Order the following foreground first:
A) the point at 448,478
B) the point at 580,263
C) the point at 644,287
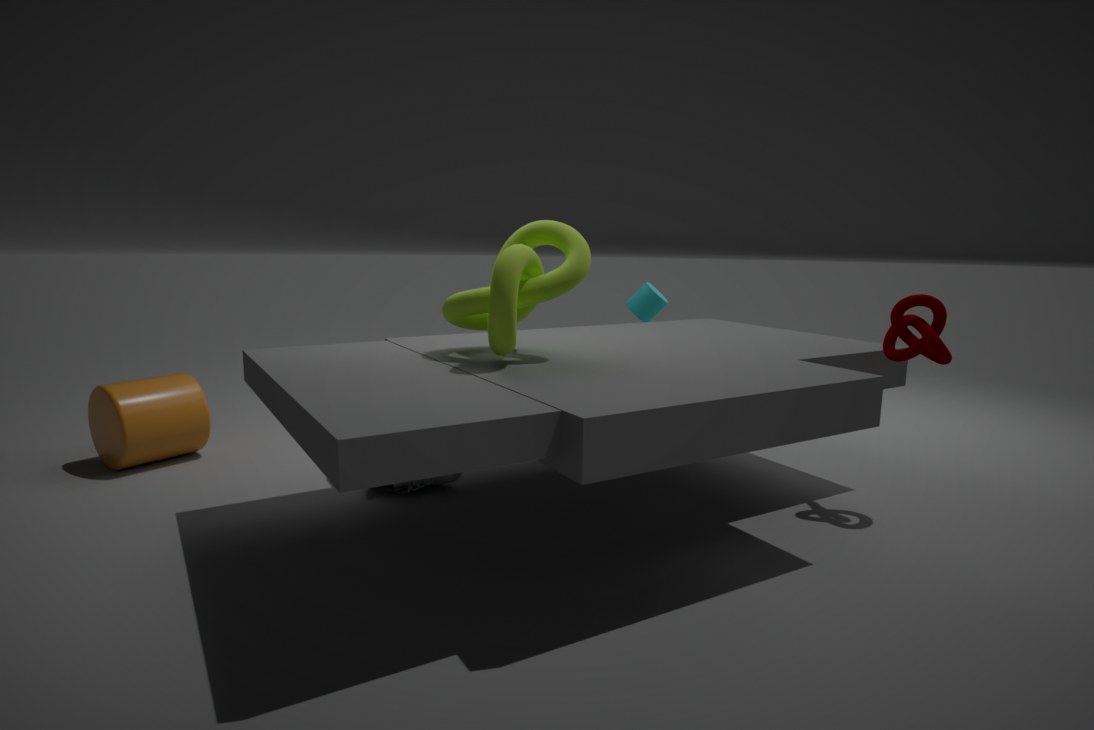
the point at 580,263
the point at 448,478
the point at 644,287
